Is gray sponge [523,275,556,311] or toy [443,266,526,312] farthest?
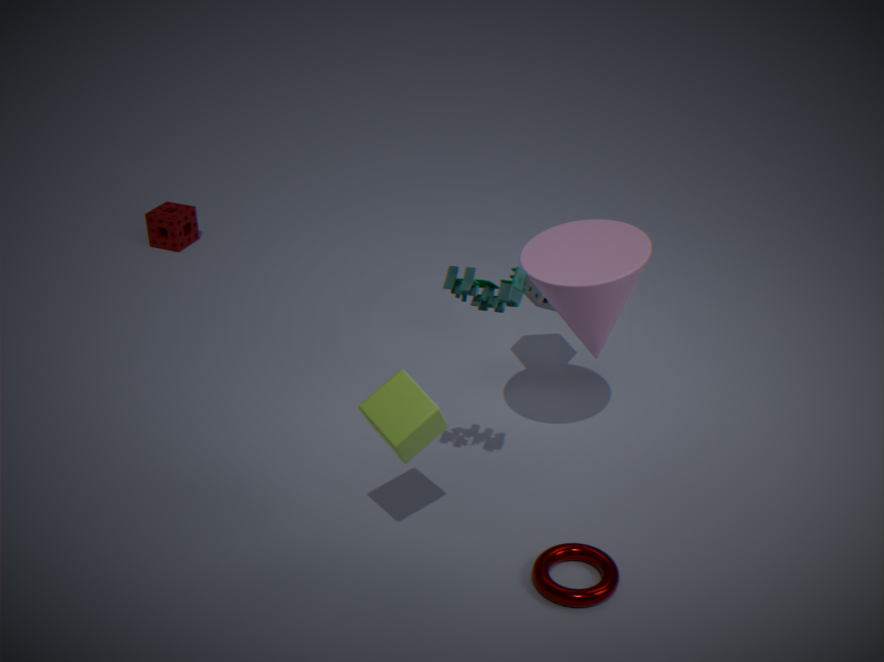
gray sponge [523,275,556,311]
